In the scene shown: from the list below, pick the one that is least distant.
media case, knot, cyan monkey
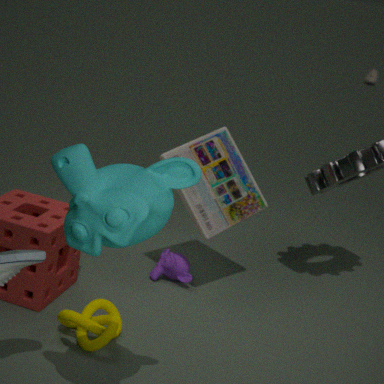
cyan monkey
